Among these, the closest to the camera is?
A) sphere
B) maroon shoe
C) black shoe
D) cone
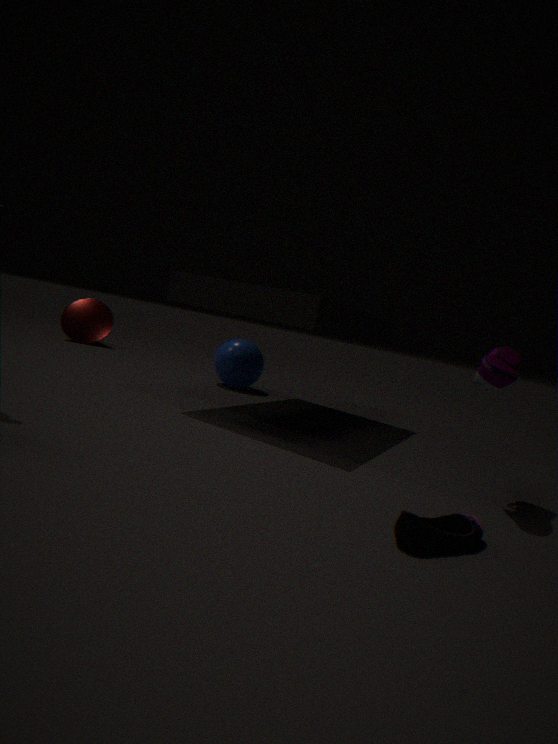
black shoe
